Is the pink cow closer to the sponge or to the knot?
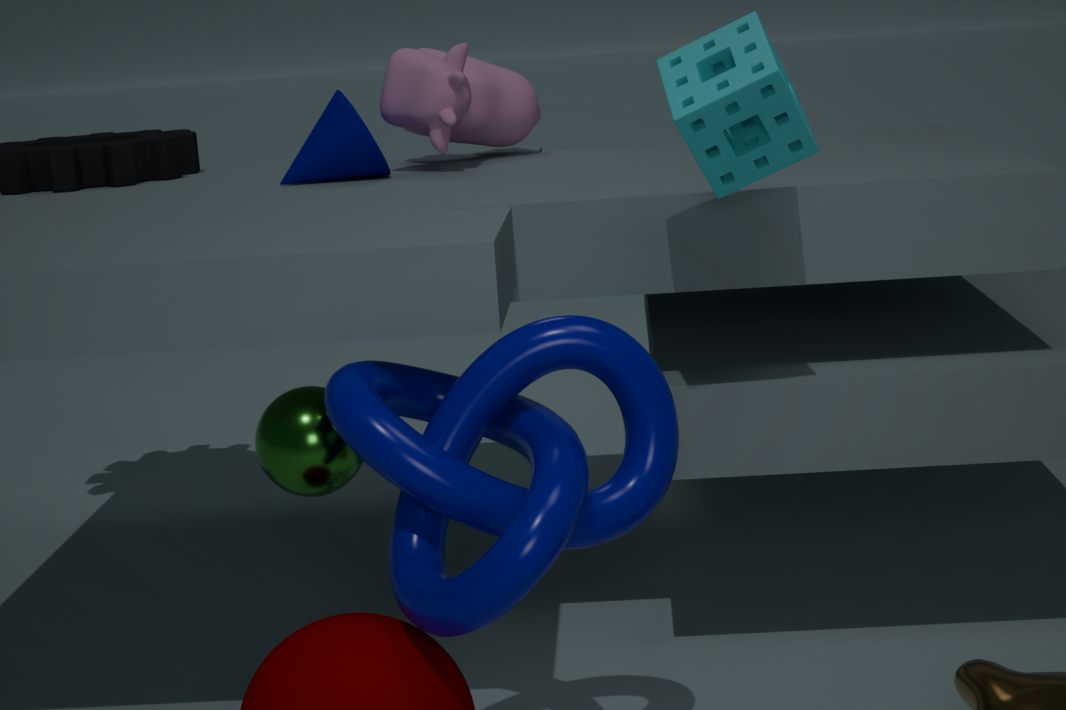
the sponge
